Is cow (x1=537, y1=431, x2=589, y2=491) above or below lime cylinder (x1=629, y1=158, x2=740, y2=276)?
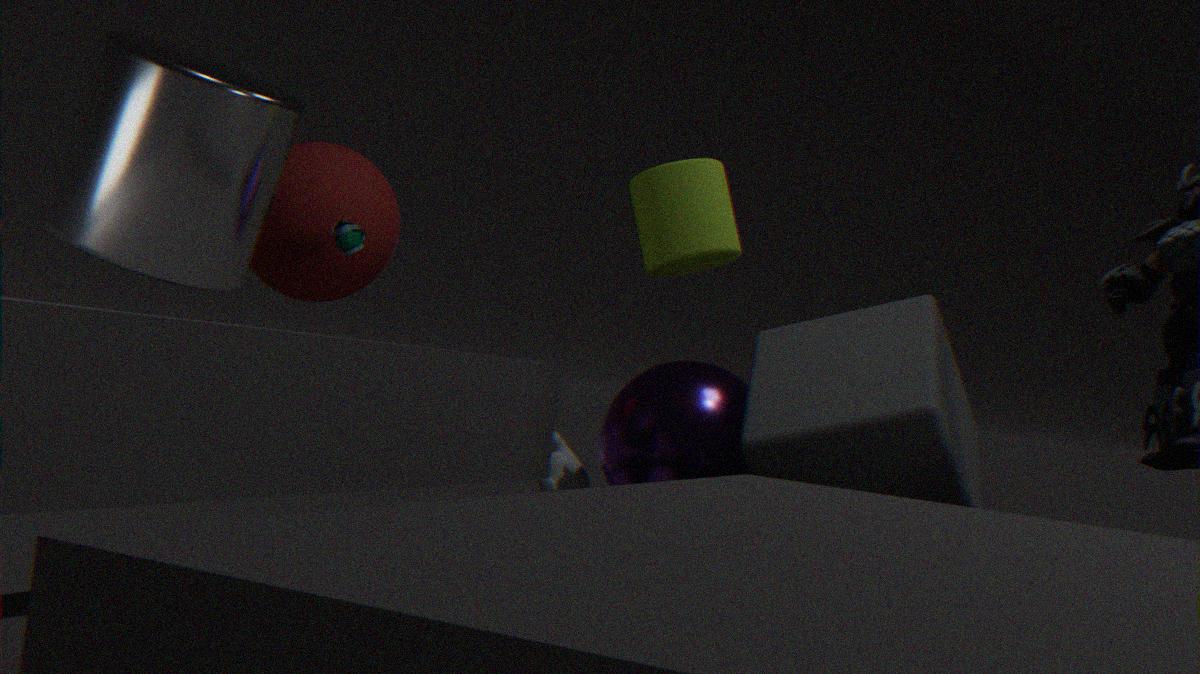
below
